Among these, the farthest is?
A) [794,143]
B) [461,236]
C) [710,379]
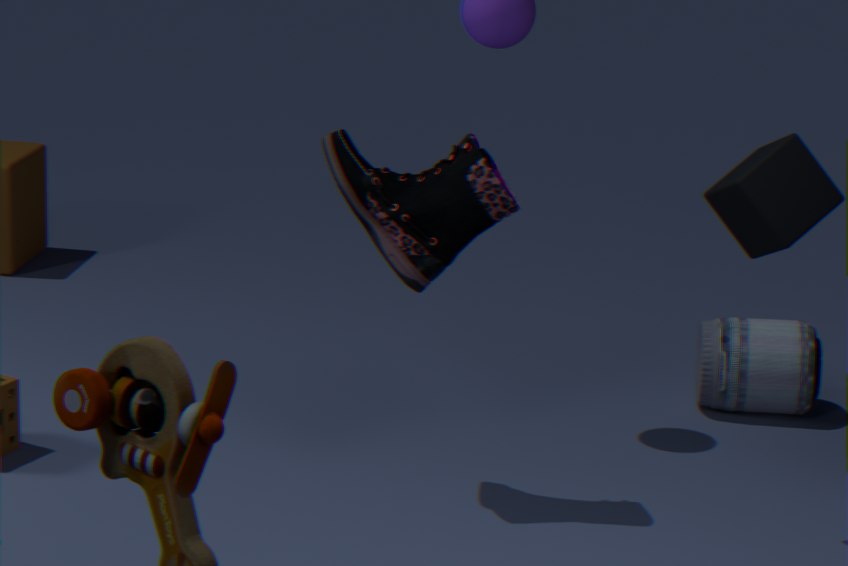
[710,379]
